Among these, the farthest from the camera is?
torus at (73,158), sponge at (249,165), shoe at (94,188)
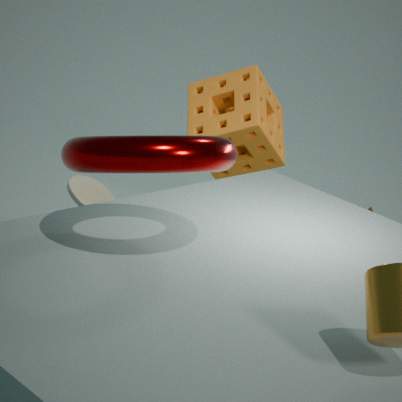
sponge at (249,165)
